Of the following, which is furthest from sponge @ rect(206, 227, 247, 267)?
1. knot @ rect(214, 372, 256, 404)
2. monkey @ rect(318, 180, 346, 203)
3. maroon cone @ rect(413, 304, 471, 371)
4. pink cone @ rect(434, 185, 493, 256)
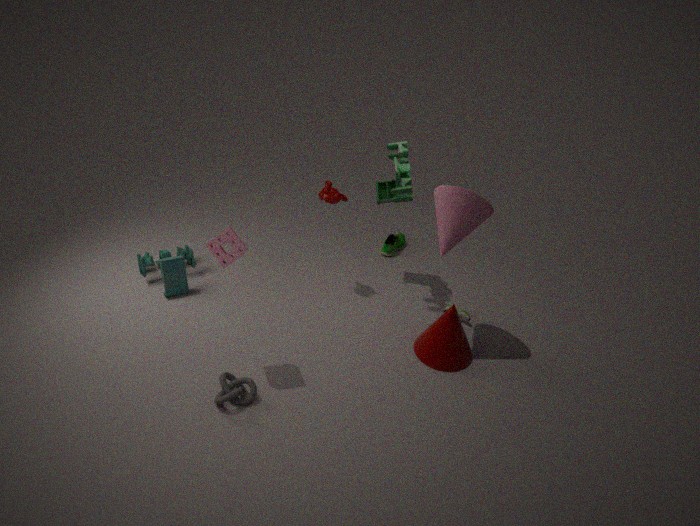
maroon cone @ rect(413, 304, 471, 371)
